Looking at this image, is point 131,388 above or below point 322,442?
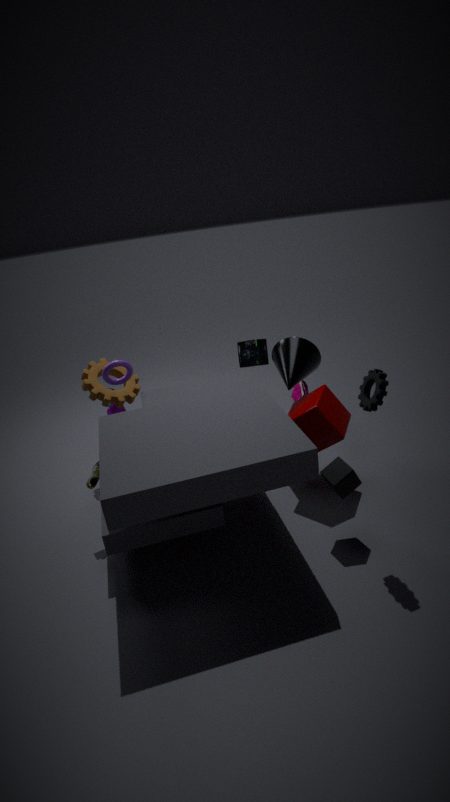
above
